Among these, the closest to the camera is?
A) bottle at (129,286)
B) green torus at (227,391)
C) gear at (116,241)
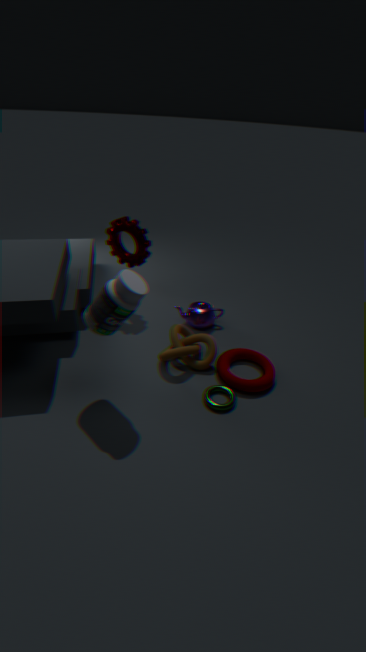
bottle at (129,286)
